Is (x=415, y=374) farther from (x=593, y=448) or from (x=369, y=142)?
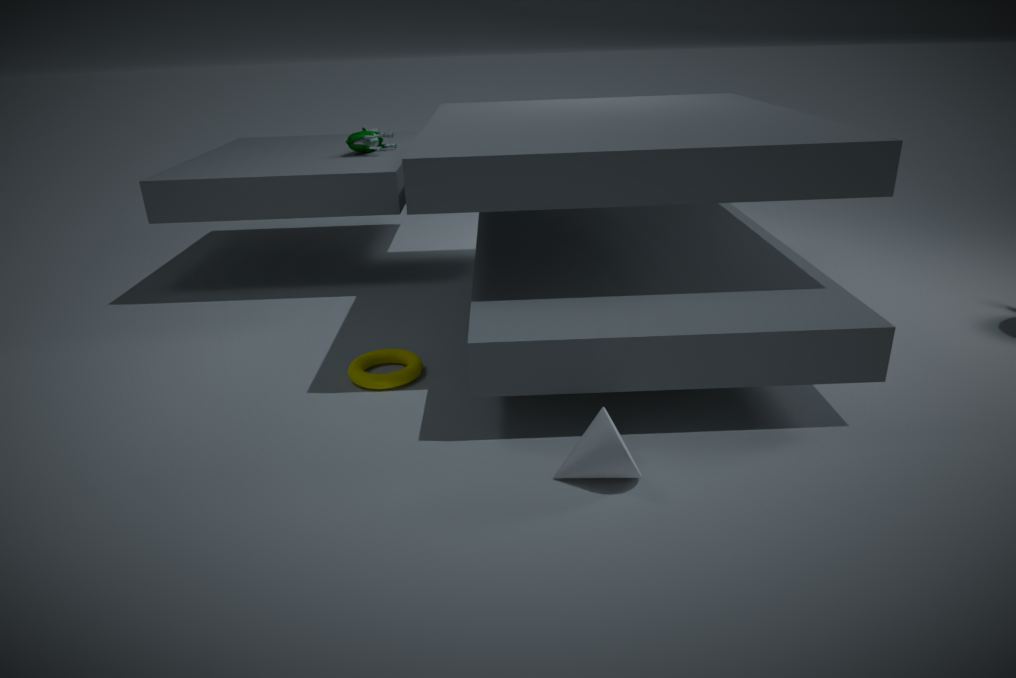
(x=369, y=142)
